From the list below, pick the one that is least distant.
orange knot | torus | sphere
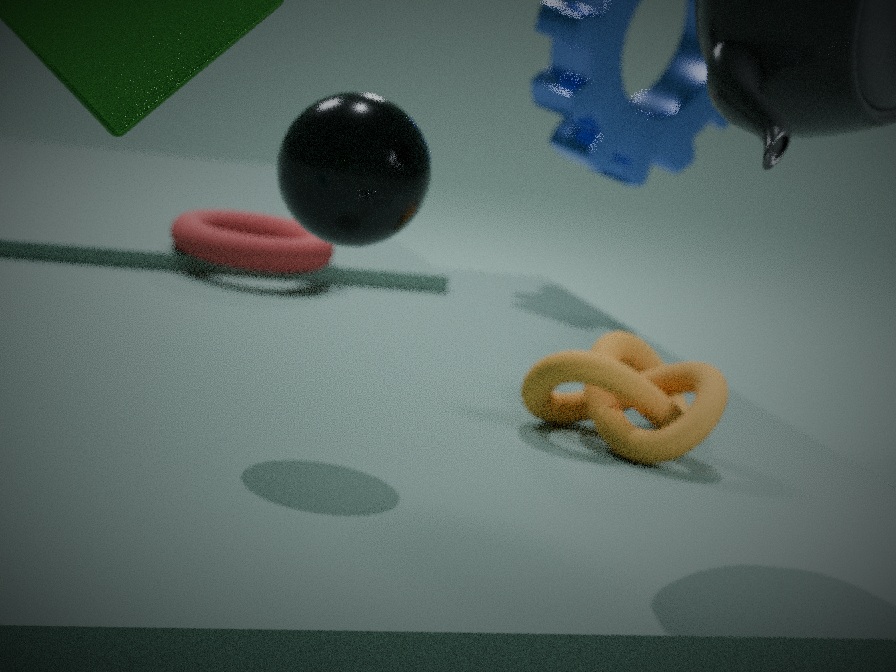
sphere
